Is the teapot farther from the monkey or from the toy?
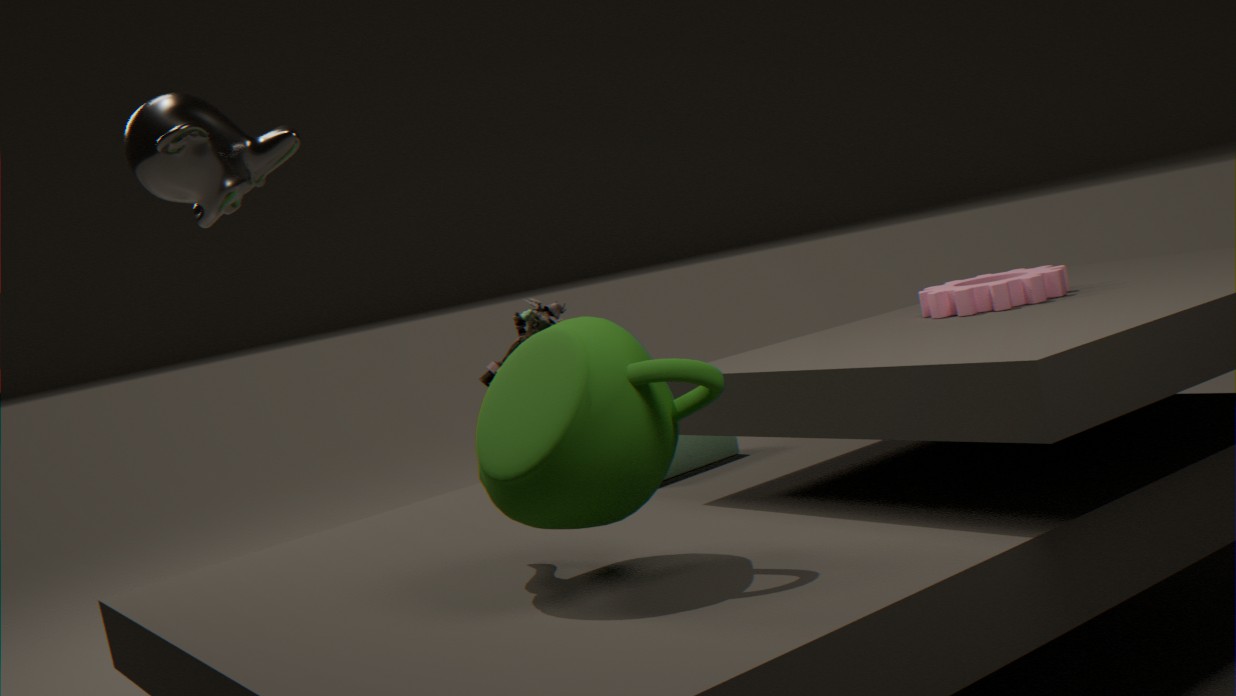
the monkey
